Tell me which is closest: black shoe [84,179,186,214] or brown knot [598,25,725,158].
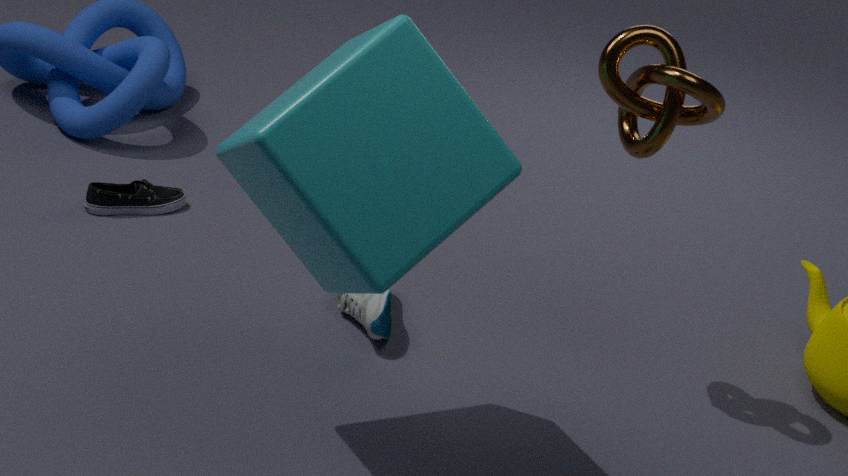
brown knot [598,25,725,158]
